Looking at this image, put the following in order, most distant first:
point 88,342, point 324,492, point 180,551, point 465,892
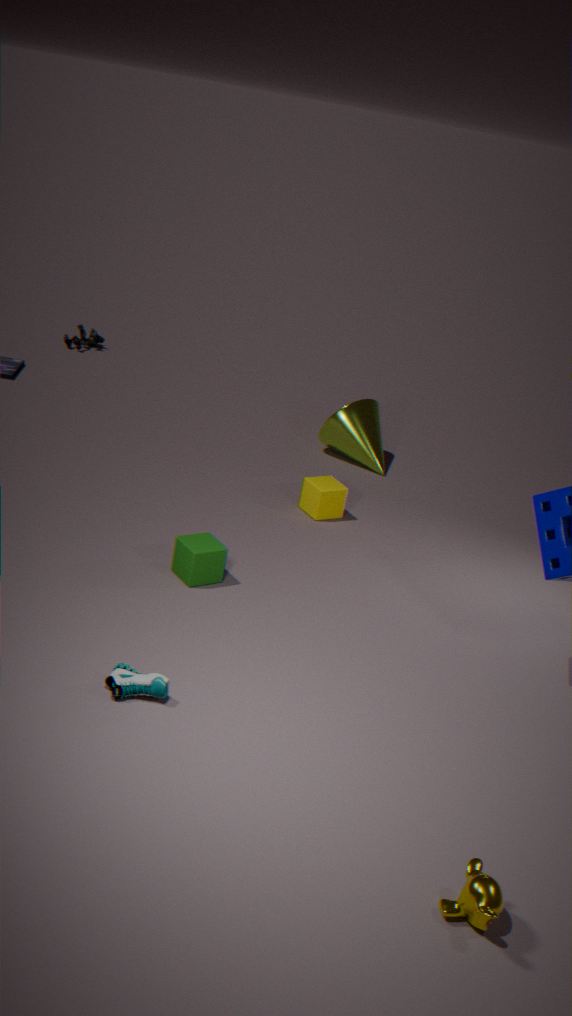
point 88,342 < point 324,492 < point 180,551 < point 465,892
